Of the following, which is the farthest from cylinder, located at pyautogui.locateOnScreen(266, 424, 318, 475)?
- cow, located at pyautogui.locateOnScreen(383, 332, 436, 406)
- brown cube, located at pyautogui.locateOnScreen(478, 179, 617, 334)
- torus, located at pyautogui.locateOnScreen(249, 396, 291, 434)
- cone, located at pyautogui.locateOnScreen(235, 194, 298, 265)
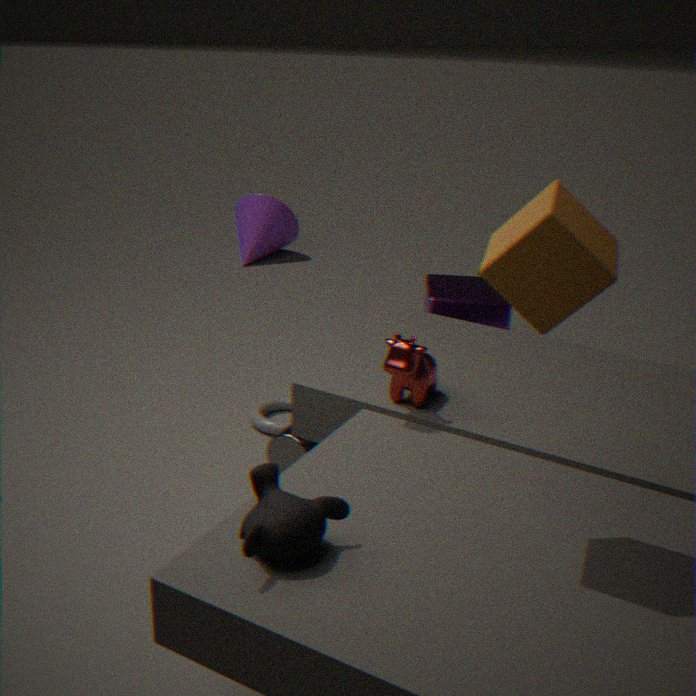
cone, located at pyautogui.locateOnScreen(235, 194, 298, 265)
